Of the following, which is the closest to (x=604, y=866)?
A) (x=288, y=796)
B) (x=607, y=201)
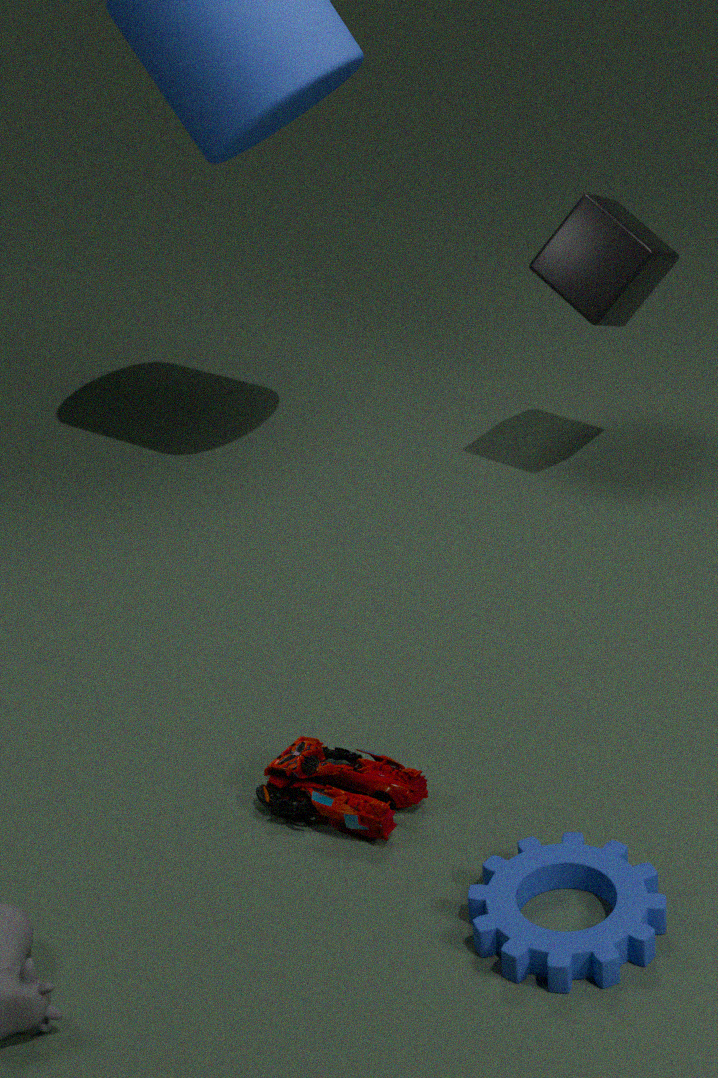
(x=288, y=796)
